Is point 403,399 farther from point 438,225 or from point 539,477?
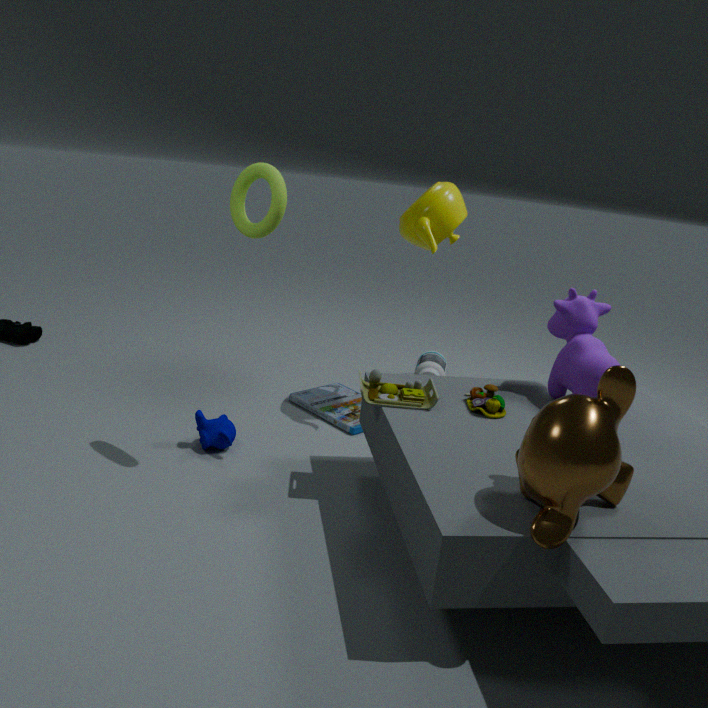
point 438,225
